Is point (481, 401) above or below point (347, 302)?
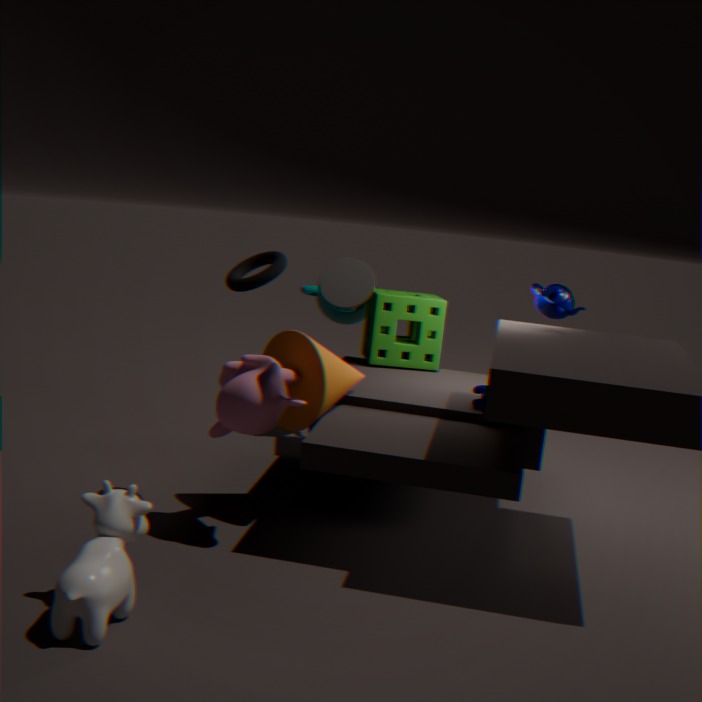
below
